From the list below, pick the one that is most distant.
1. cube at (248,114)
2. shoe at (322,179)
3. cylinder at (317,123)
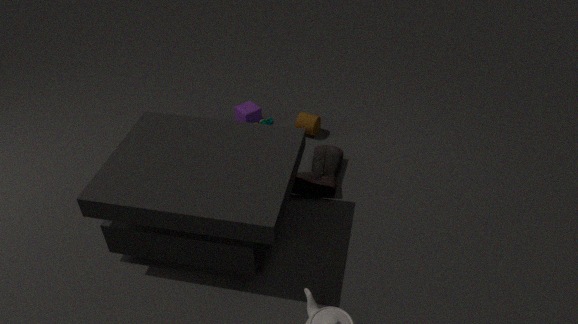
cube at (248,114)
